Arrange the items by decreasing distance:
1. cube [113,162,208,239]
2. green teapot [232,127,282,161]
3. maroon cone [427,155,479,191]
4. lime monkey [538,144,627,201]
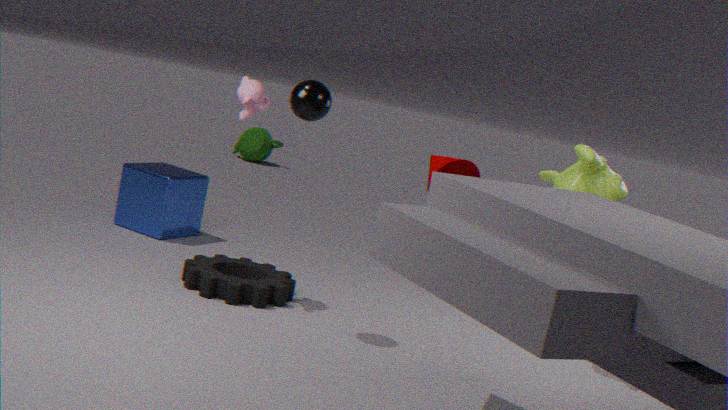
green teapot [232,127,282,161] < cube [113,162,208,239] < lime monkey [538,144,627,201] < maroon cone [427,155,479,191]
